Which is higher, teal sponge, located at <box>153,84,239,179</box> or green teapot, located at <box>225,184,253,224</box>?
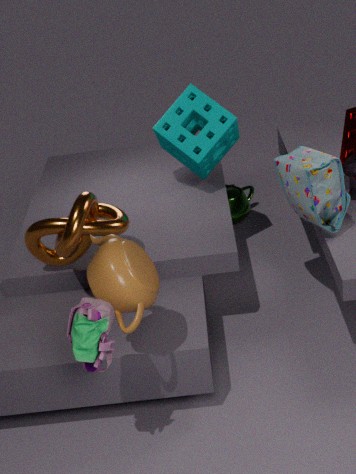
teal sponge, located at <box>153,84,239,179</box>
